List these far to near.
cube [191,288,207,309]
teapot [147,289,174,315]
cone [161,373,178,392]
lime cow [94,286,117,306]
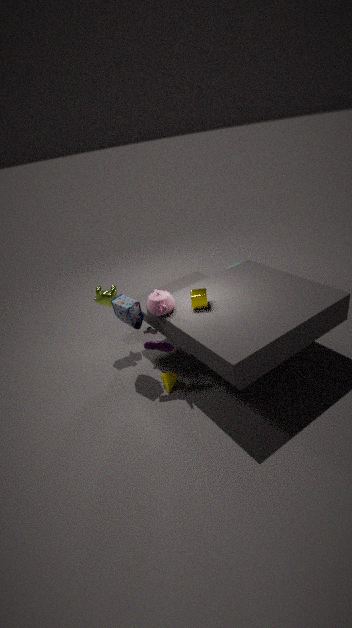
1. lime cow [94,286,117,306]
2. cone [161,373,178,392]
3. cube [191,288,207,309]
4. teapot [147,289,174,315]
